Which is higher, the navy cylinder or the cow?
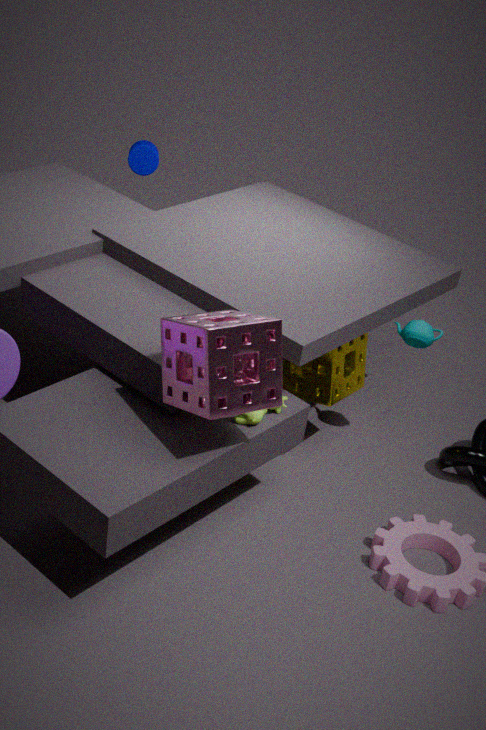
the navy cylinder
